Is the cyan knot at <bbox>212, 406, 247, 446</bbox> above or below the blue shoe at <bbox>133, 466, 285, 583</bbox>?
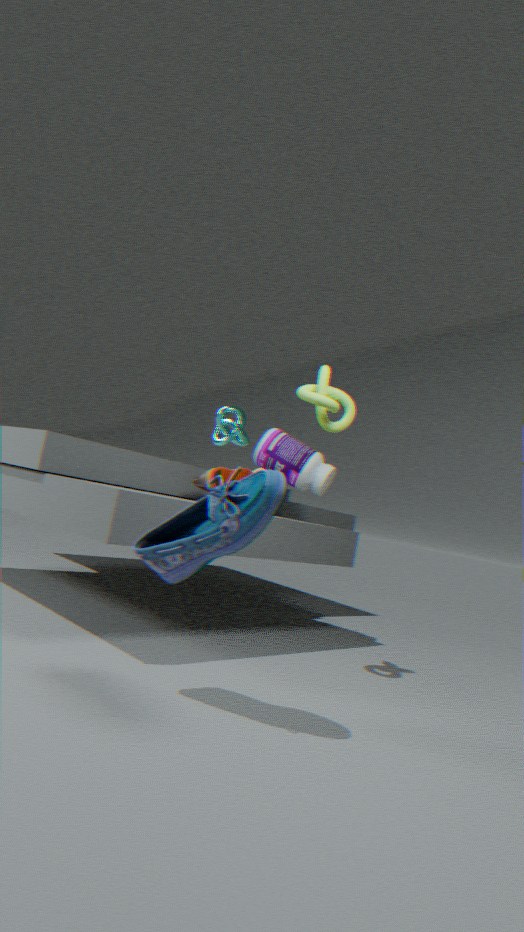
above
